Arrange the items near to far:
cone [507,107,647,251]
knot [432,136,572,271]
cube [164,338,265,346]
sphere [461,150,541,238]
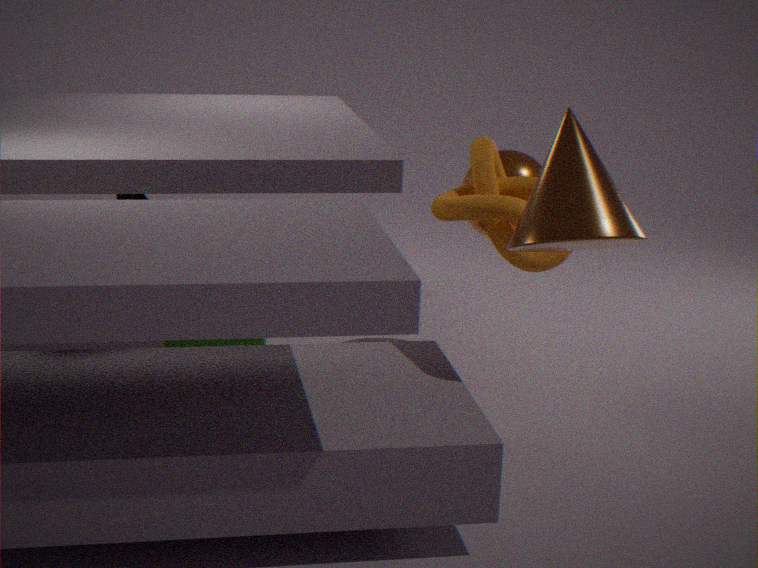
cone [507,107,647,251]
knot [432,136,572,271]
cube [164,338,265,346]
sphere [461,150,541,238]
